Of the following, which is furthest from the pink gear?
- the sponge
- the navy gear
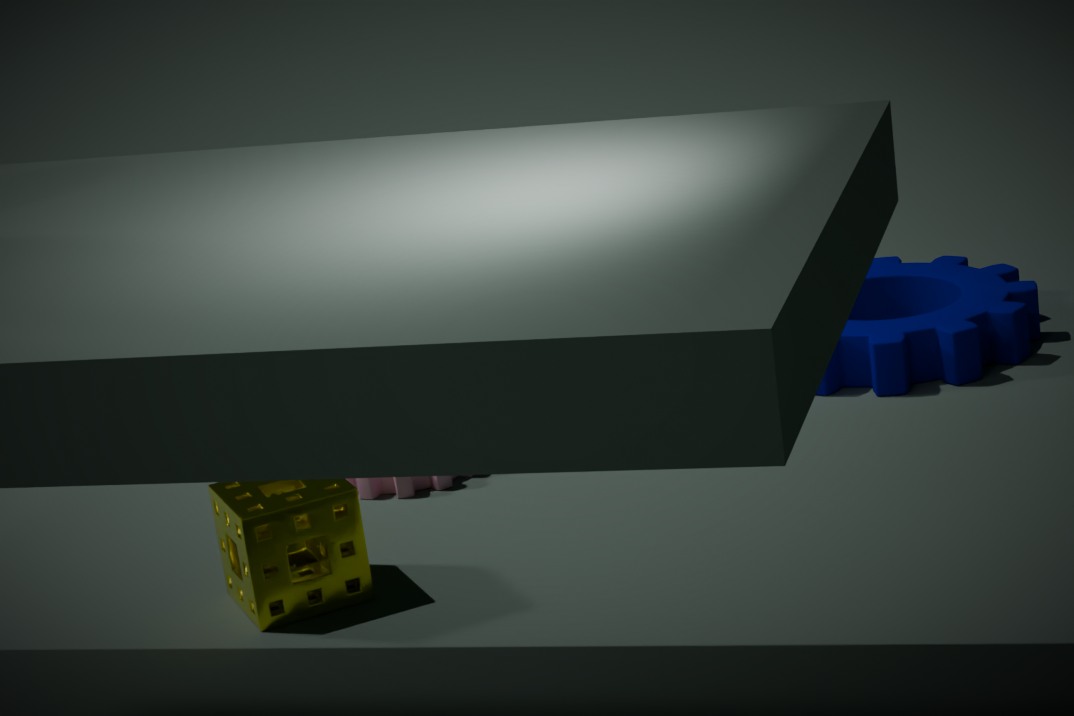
the navy gear
